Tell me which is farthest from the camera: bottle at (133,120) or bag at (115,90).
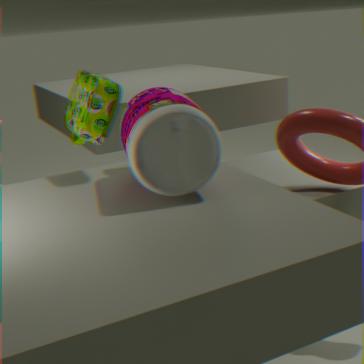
bag at (115,90)
